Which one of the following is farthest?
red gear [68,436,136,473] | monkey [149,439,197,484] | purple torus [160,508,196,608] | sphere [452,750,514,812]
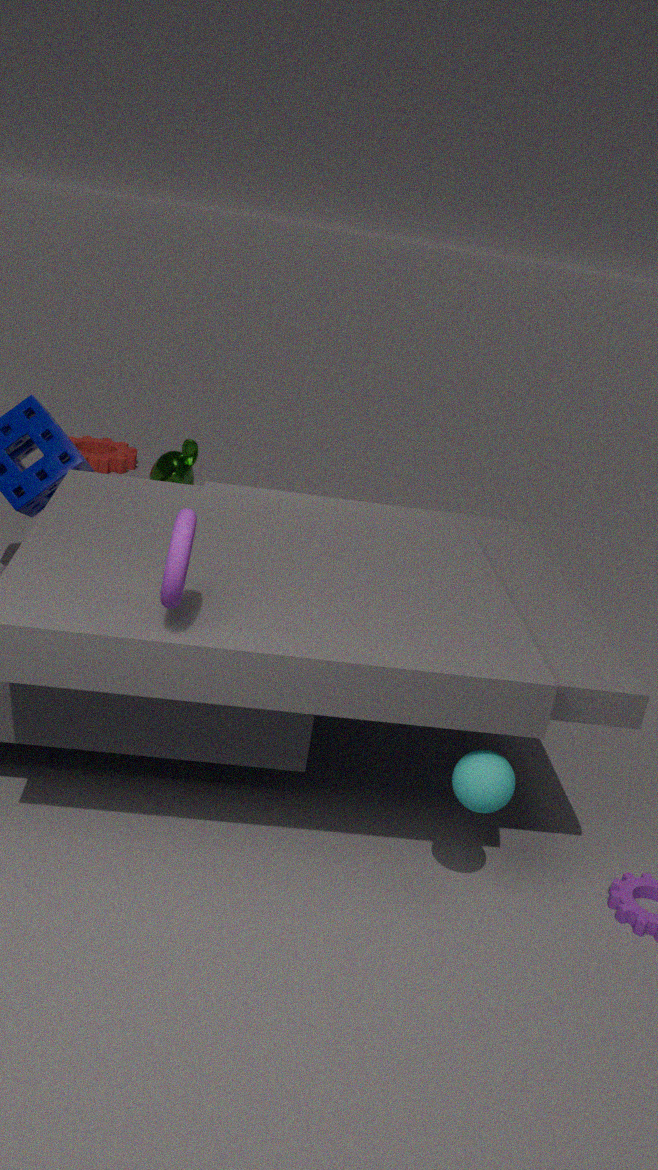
Answer: red gear [68,436,136,473]
